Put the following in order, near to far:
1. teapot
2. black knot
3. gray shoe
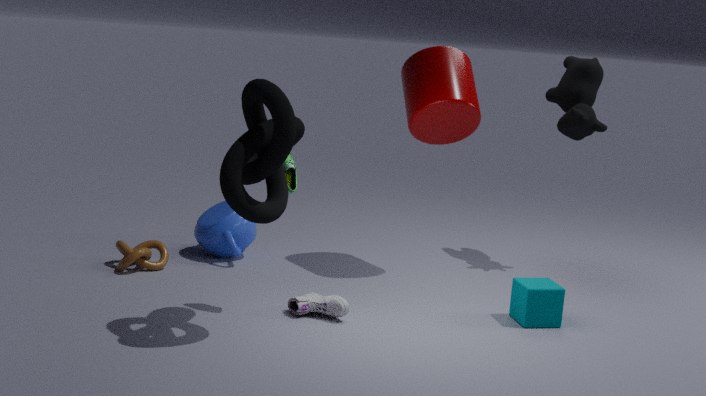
black knot → gray shoe → teapot
